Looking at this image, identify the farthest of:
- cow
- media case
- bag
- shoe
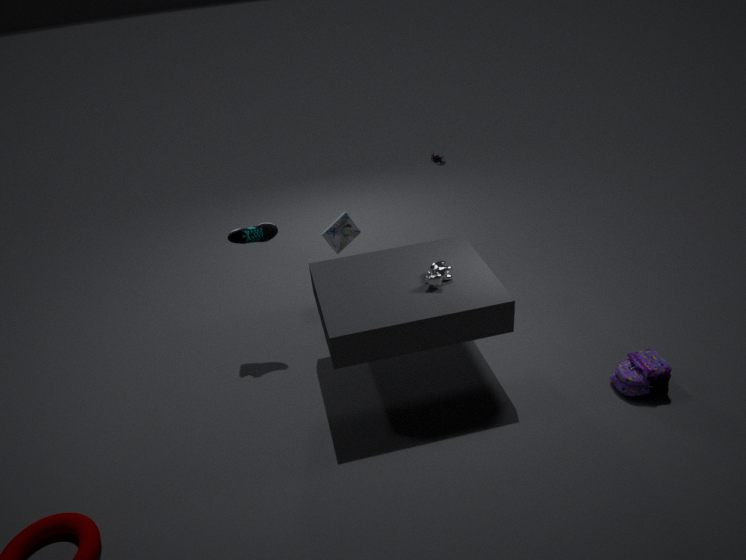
media case
